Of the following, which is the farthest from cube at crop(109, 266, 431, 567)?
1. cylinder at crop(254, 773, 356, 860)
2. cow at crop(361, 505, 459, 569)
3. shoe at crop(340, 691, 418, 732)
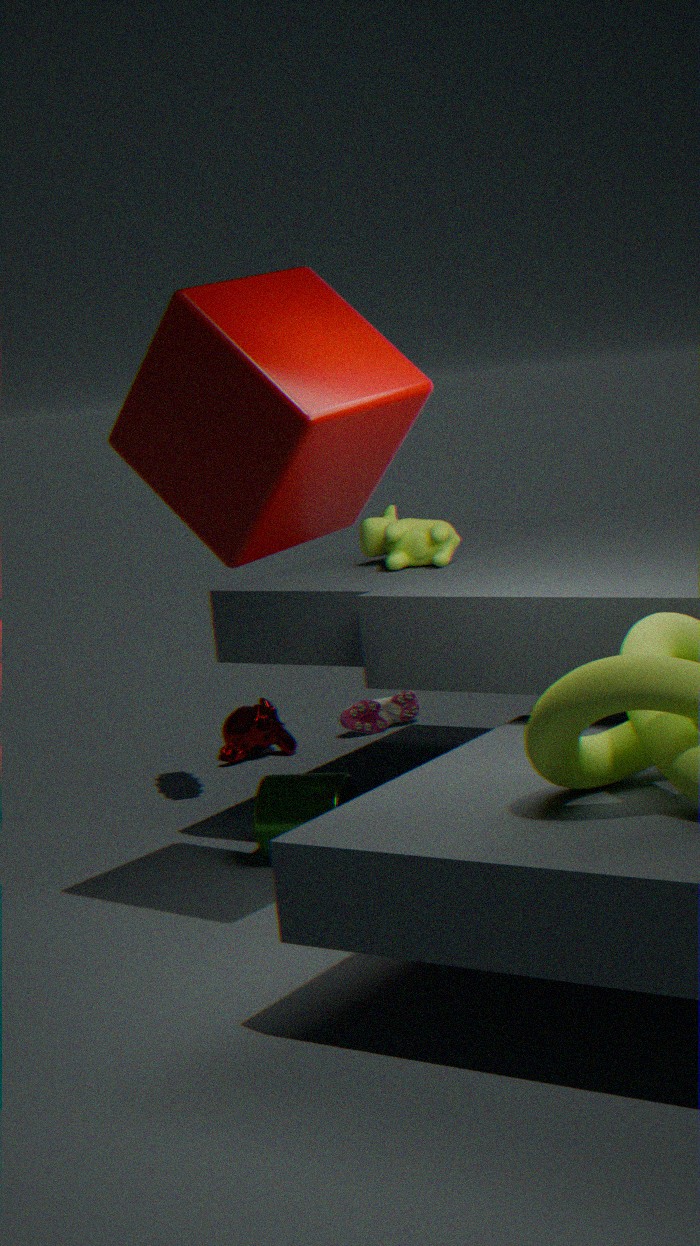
shoe at crop(340, 691, 418, 732)
